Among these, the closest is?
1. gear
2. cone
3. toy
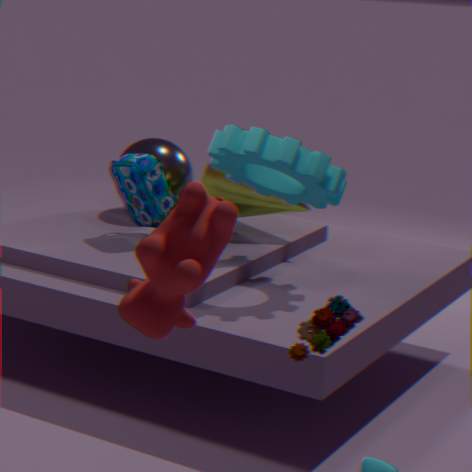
toy
